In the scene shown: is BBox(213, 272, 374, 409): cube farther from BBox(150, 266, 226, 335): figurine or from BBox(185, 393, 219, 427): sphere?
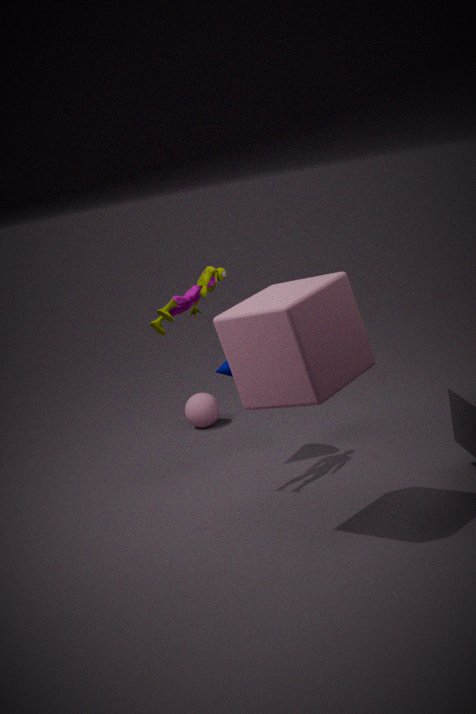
BBox(185, 393, 219, 427): sphere
